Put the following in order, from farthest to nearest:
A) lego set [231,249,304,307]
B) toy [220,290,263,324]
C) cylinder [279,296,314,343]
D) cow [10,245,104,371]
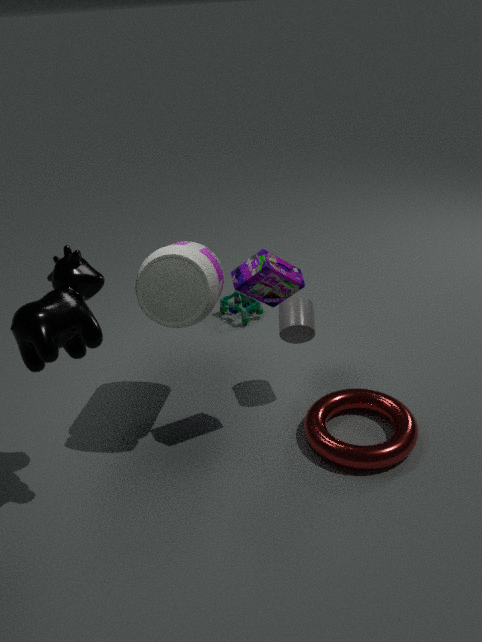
toy [220,290,263,324]
cylinder [279,296,314,343]
lego set [231,249,304,307]
cow [10,245,104,371]
